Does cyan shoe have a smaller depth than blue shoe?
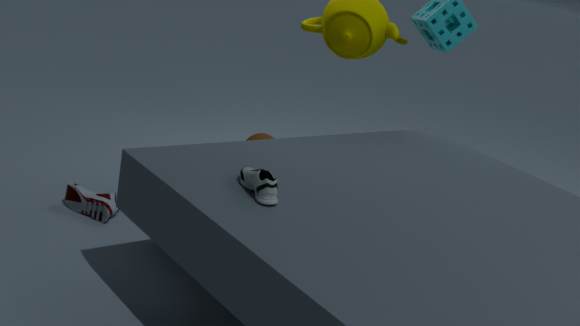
Yes
